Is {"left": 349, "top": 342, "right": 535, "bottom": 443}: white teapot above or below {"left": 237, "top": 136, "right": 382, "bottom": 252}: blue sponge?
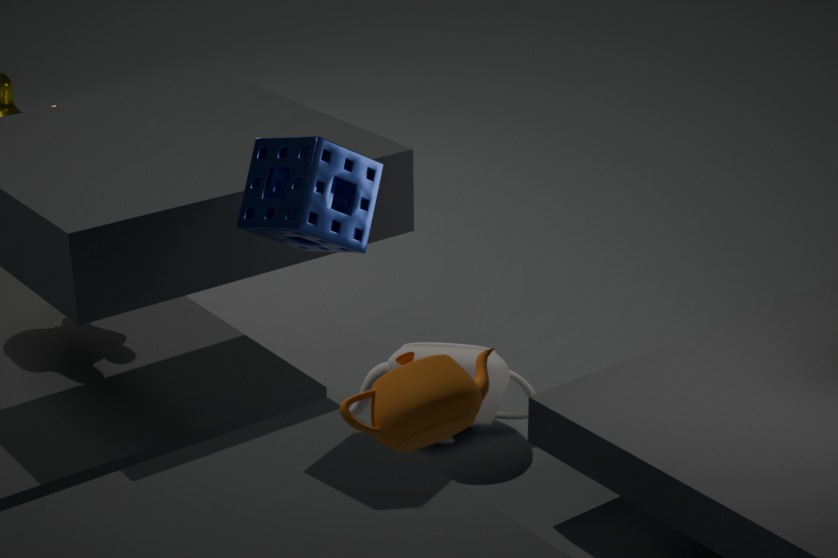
below
